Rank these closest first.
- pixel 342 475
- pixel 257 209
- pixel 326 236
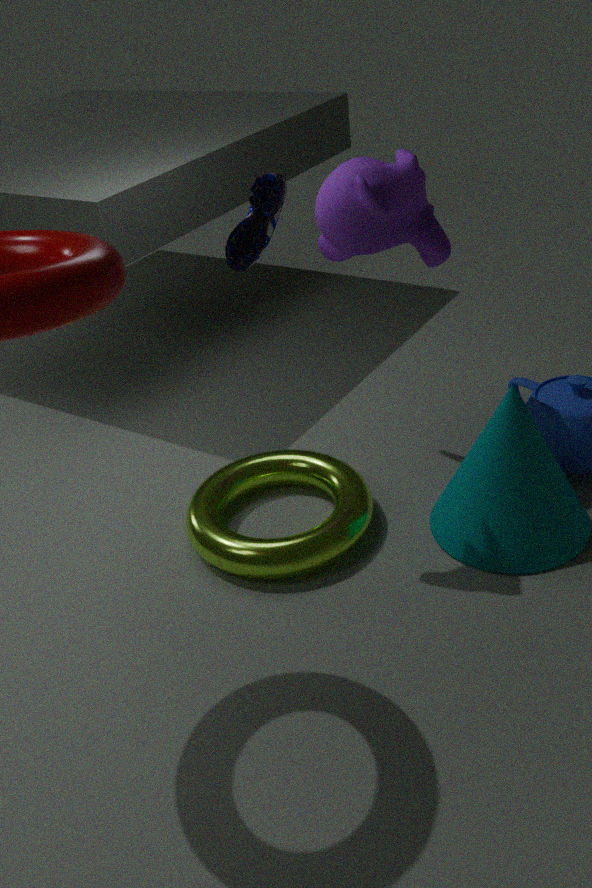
pixel 257 209, pixel 326 236, pixel 342 475
